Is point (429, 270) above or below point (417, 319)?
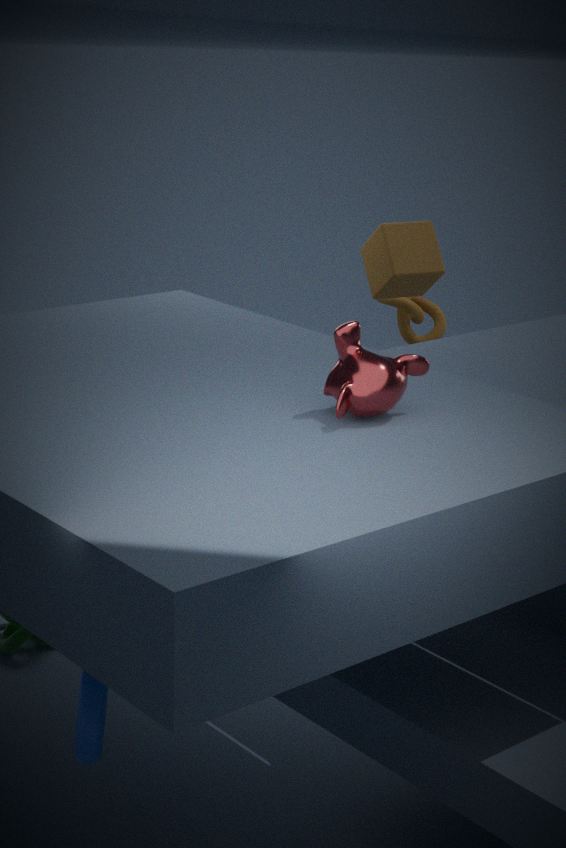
above
